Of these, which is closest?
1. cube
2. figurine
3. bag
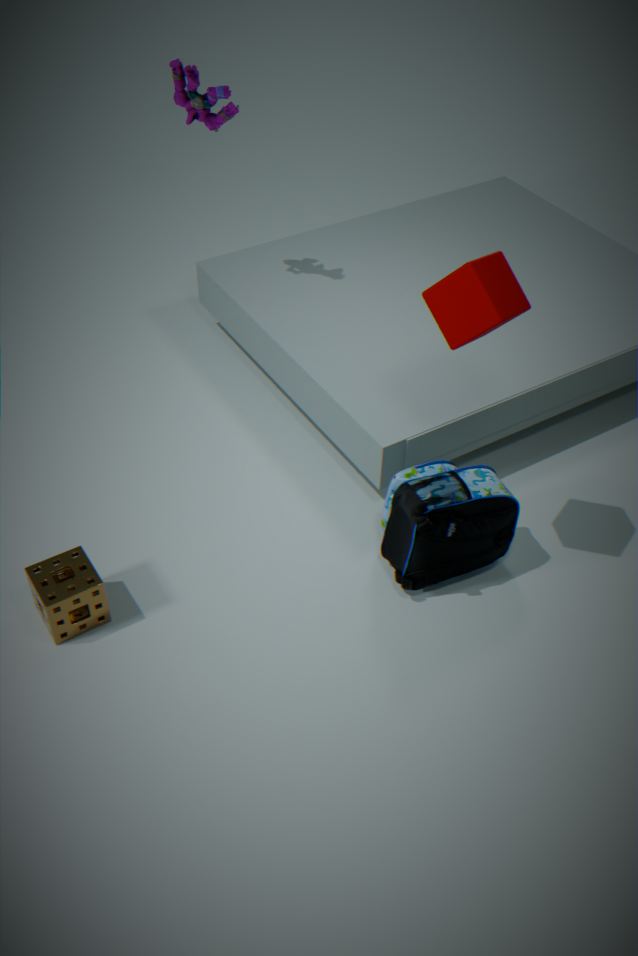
cube
